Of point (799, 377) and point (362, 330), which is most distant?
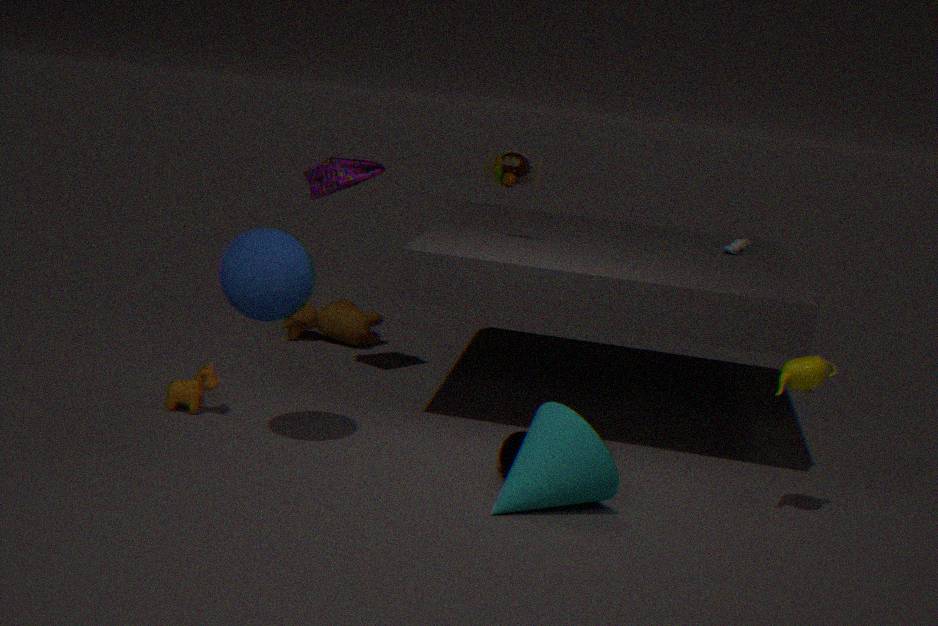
point (362, 330)
